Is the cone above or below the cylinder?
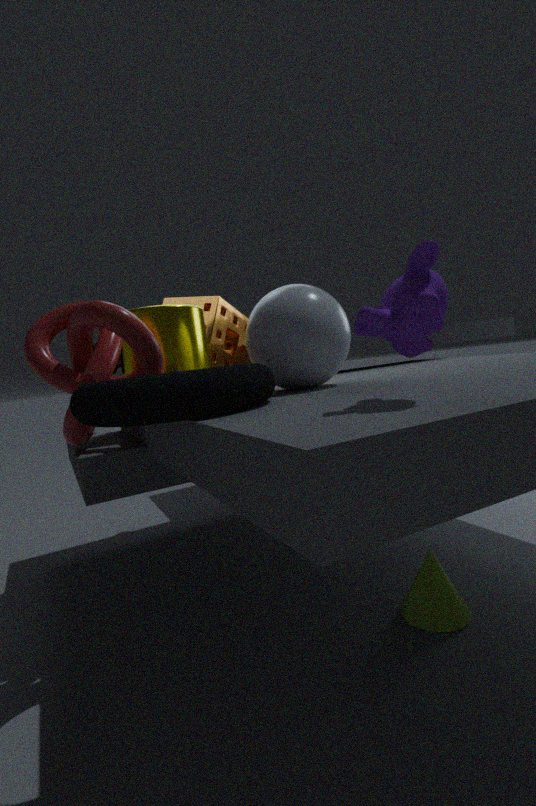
below
